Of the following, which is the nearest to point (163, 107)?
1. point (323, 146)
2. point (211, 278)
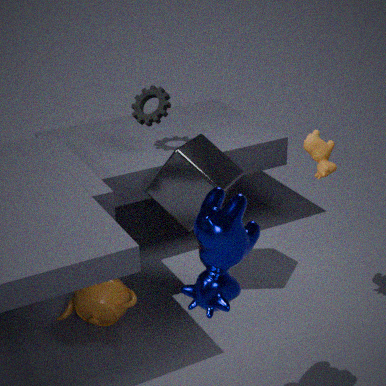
point (323, 146)
